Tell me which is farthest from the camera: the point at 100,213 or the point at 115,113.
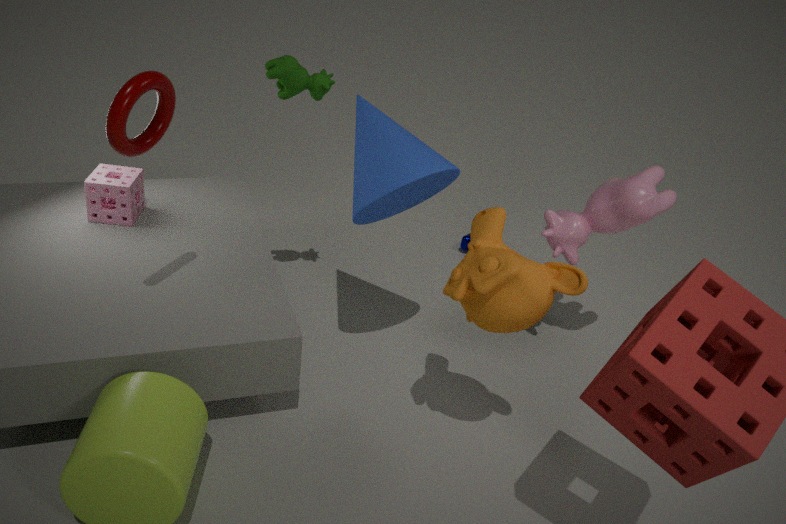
the point at 100,213
